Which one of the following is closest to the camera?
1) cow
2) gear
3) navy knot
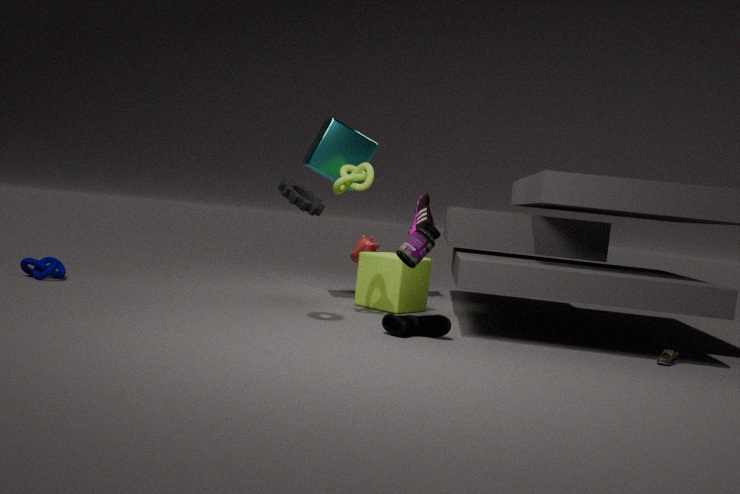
2. gear
